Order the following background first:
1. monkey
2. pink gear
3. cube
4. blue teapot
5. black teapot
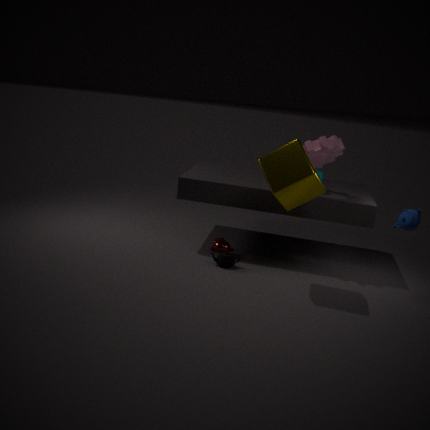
monkey
pink gear
black teapot
cube
blue teapot
